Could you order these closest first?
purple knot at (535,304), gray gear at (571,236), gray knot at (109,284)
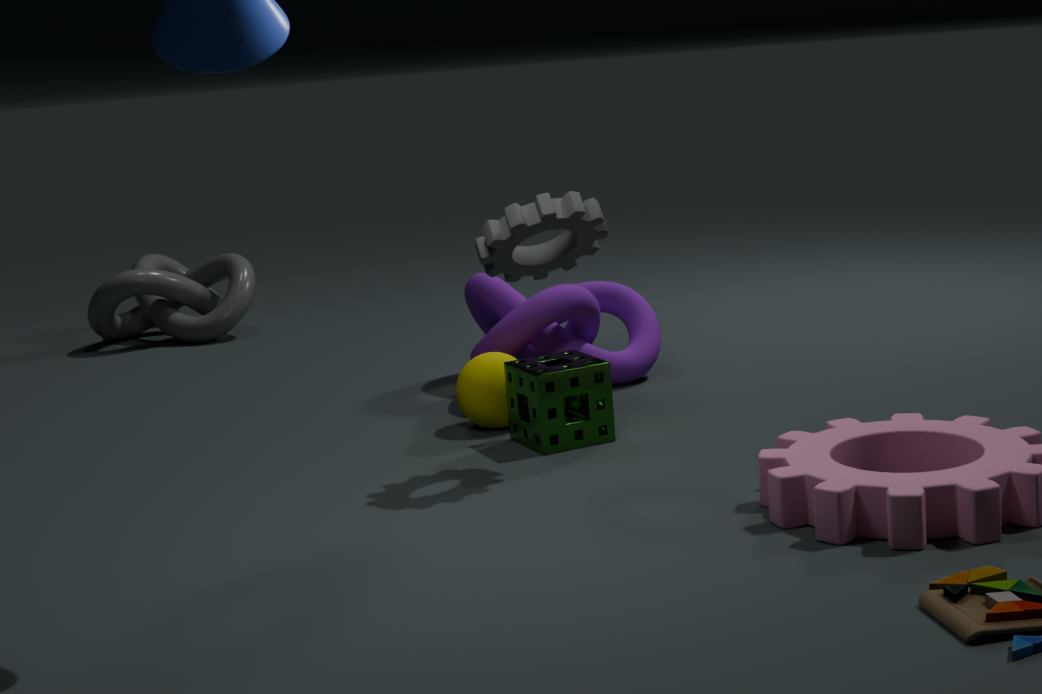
gray gear at (571,236) < purple knot at (535,304) < gray knot at (109,284)
